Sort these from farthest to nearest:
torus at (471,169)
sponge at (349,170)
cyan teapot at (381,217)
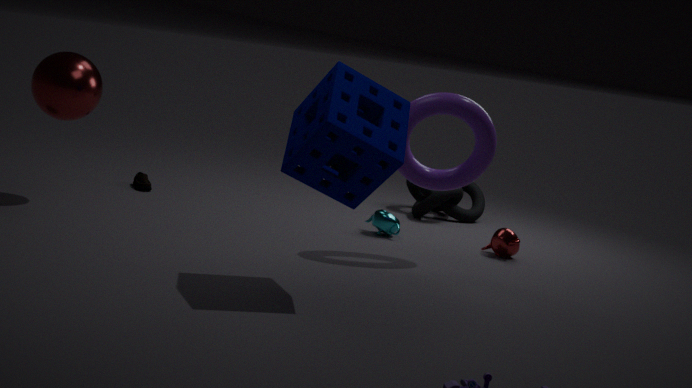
cyan teapot at (381,217), torus at (471,169), sponge at (349,170)
